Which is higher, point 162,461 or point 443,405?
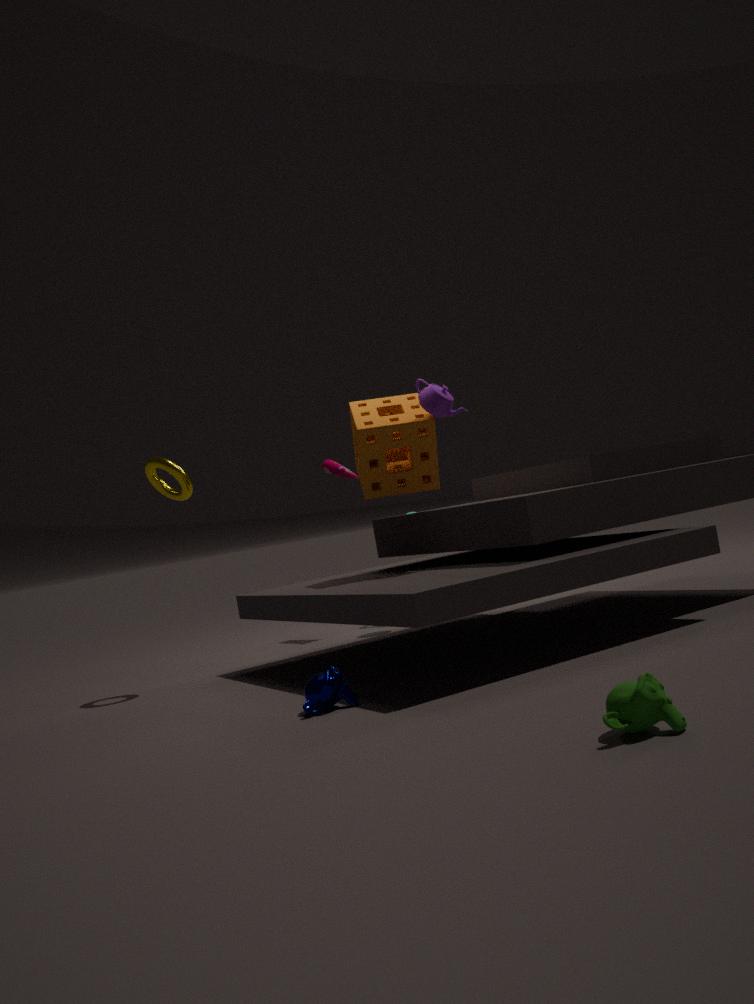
point 443,405
